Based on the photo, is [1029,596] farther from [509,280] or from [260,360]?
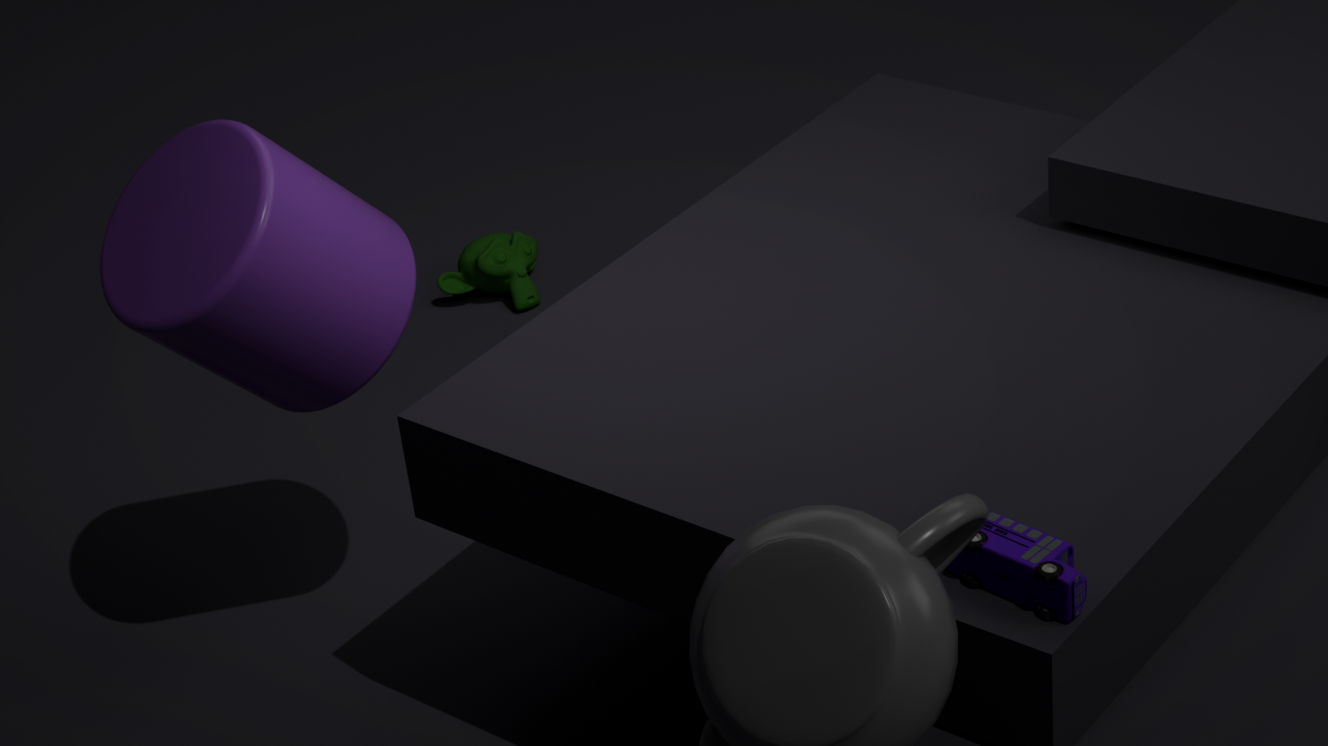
[509,280]
